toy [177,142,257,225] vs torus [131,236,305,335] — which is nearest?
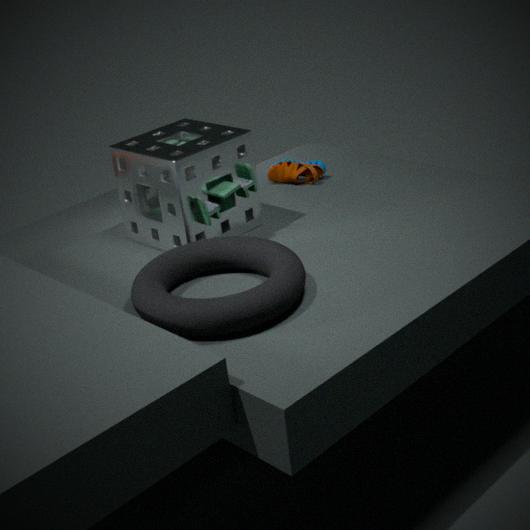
torus [131,236,305,335]
